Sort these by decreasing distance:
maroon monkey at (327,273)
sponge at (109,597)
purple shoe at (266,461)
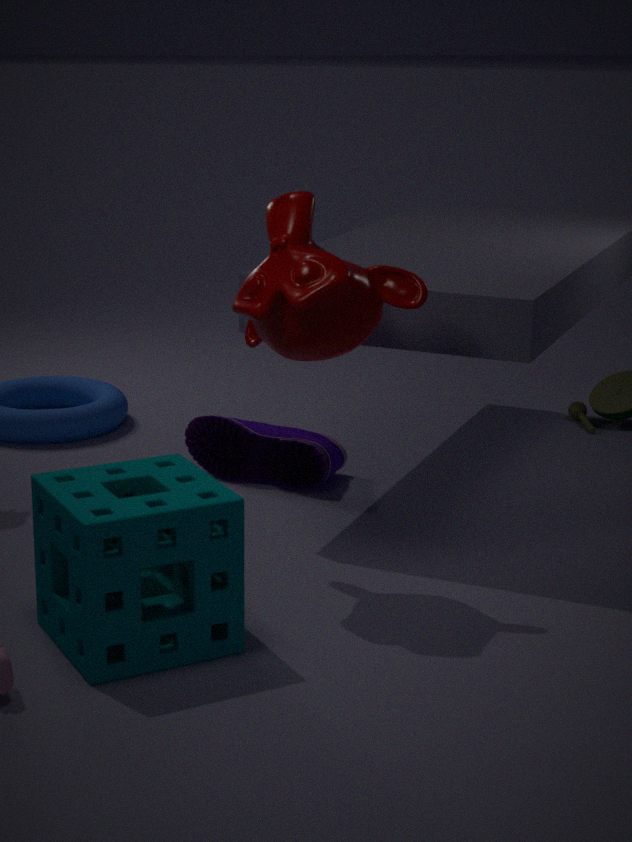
purple shoe at (266,461)
maroon monkey at (327,273)
sponge at (109,597)
